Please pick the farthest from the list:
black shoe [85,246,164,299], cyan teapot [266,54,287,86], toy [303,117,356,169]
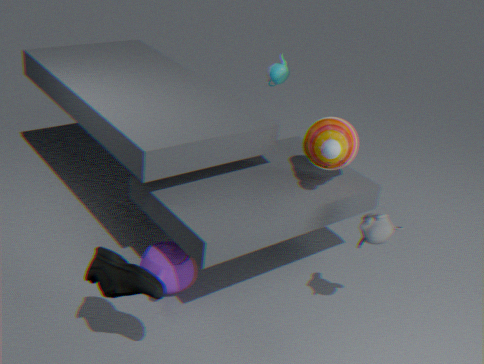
cyan teapot [266,54,287,86]
